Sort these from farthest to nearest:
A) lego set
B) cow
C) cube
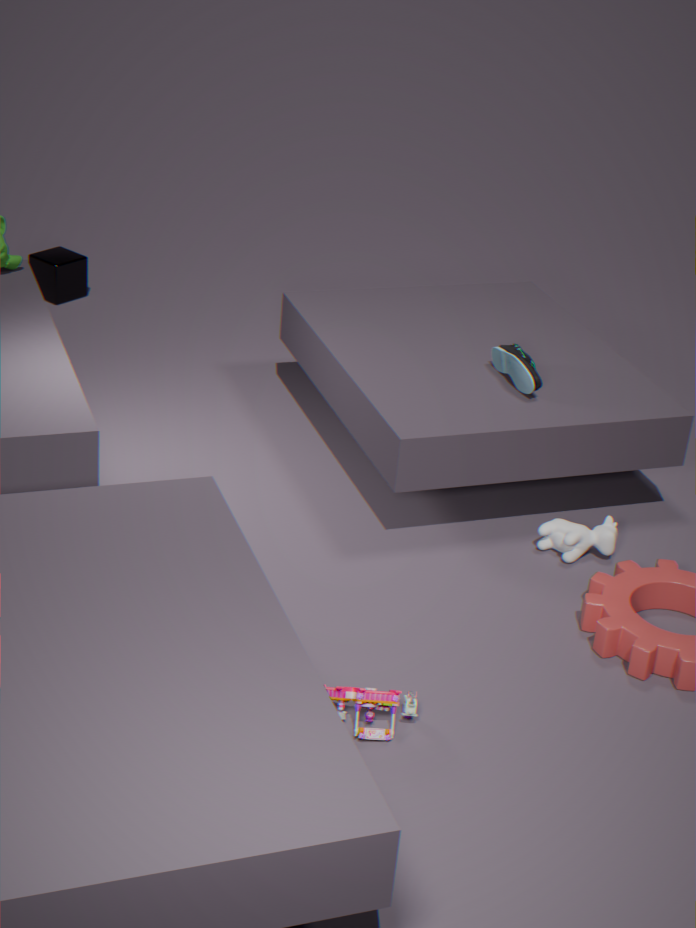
C. cube < B. cow < A. lego set
